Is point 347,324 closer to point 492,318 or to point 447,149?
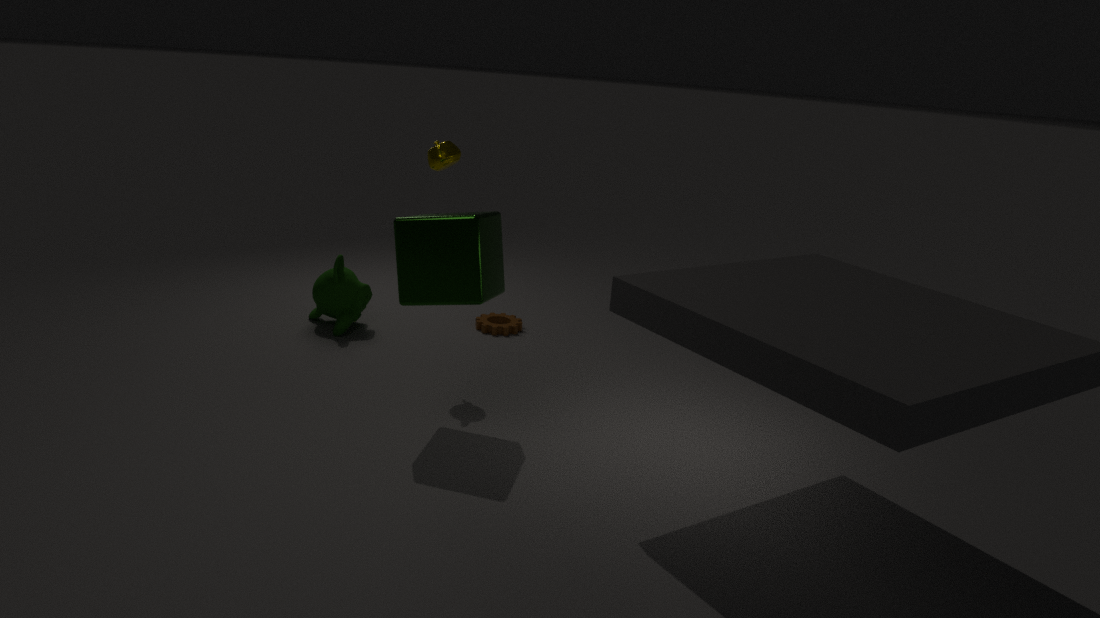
point 492,318
